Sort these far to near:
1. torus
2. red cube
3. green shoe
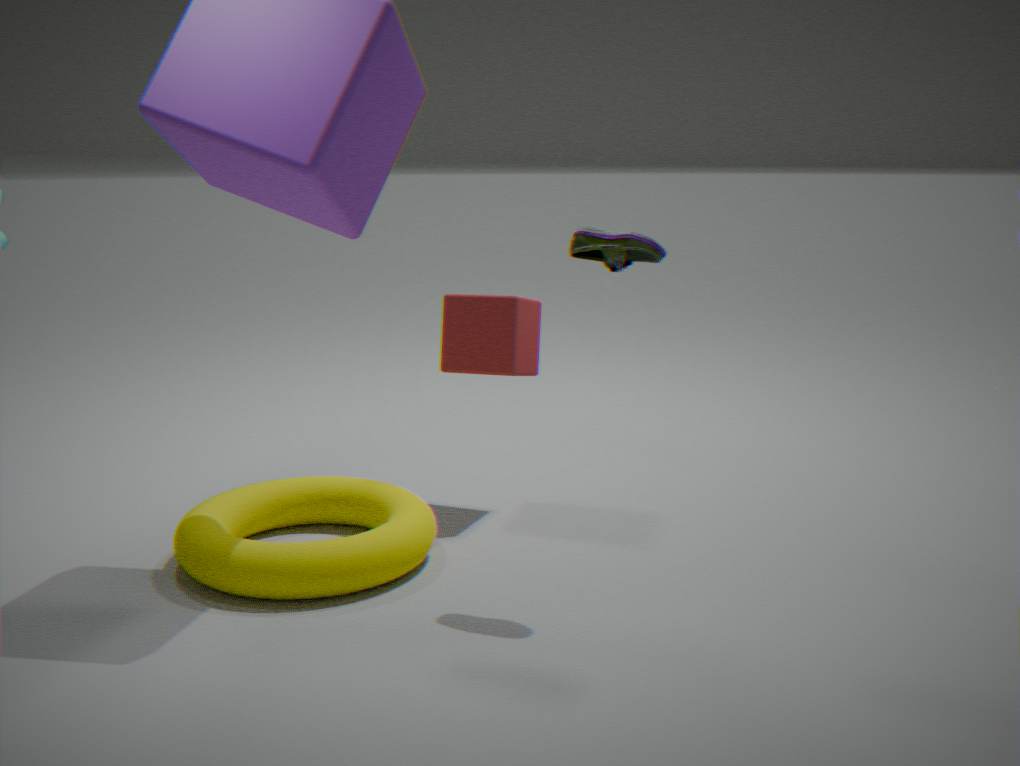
red cube < torus < green shoe
